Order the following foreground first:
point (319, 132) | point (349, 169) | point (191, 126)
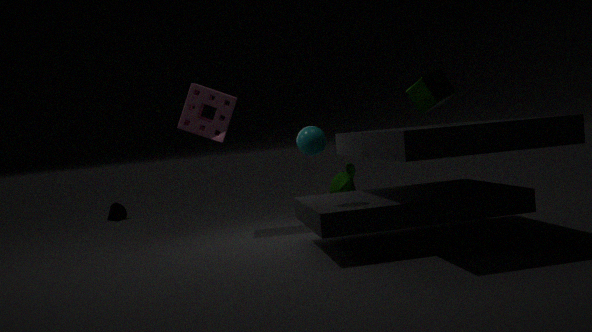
point (319, 132) → point (191, 126) → point (349, 169)
